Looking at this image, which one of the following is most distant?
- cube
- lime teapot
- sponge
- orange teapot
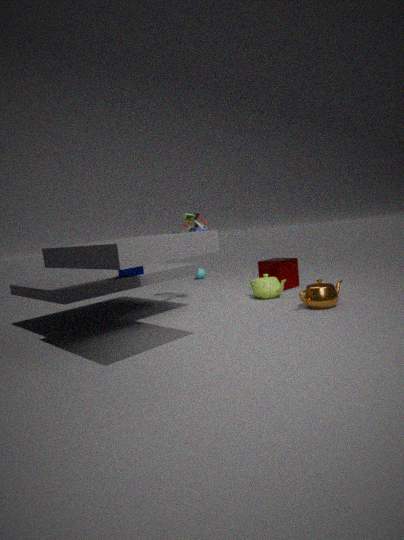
cube
